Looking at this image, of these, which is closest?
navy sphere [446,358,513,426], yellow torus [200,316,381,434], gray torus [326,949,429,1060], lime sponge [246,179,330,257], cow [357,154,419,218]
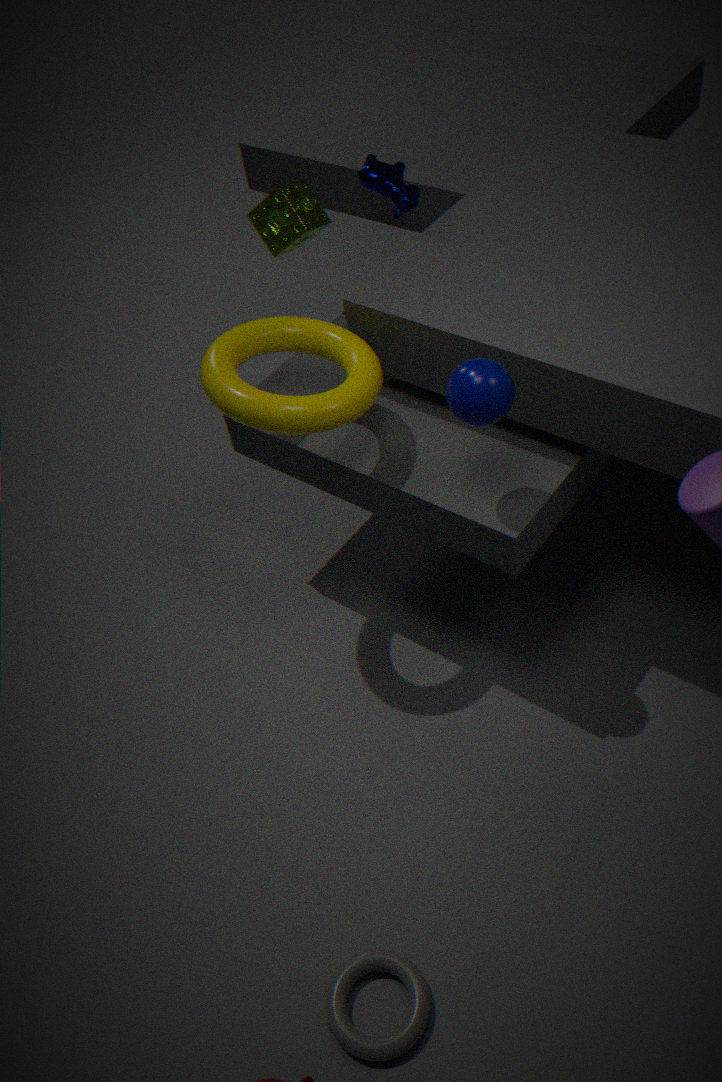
gray torus [326,949,429,1060]
